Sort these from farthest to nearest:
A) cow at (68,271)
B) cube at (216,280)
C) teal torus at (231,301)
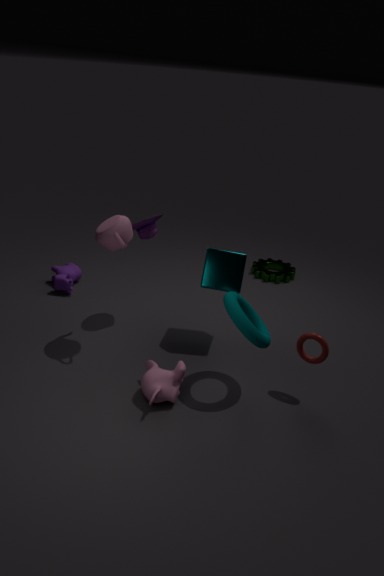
cow at (68,271), cube at (216,280), teal torus at (231,301)
